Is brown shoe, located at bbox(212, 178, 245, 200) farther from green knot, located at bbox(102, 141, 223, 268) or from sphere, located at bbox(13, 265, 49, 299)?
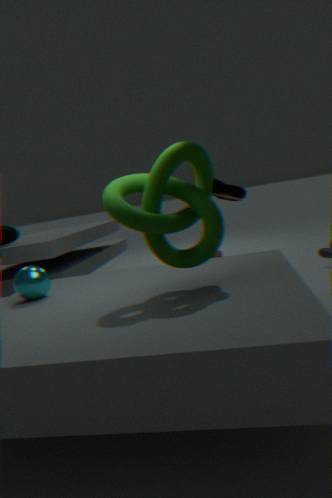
sphere, located at bbox(13, 265, 49, 299)
